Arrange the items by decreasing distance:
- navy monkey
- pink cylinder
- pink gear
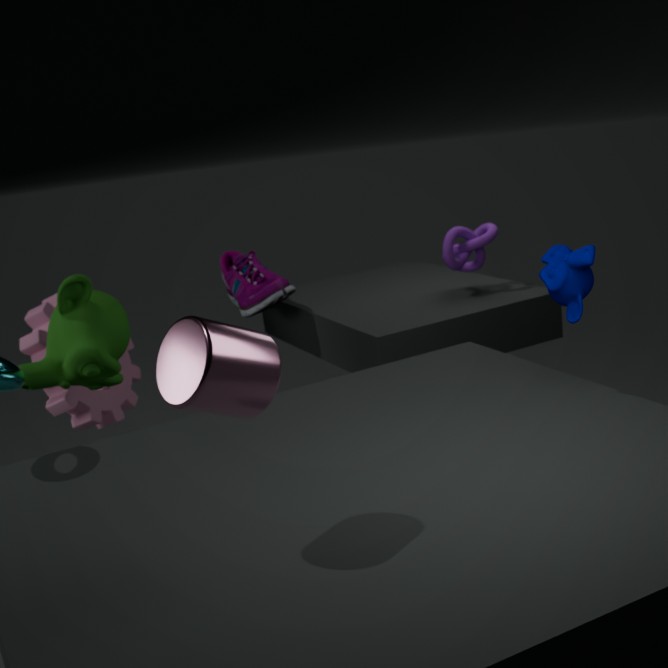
pink gear → navy monkey → pink cylinder
